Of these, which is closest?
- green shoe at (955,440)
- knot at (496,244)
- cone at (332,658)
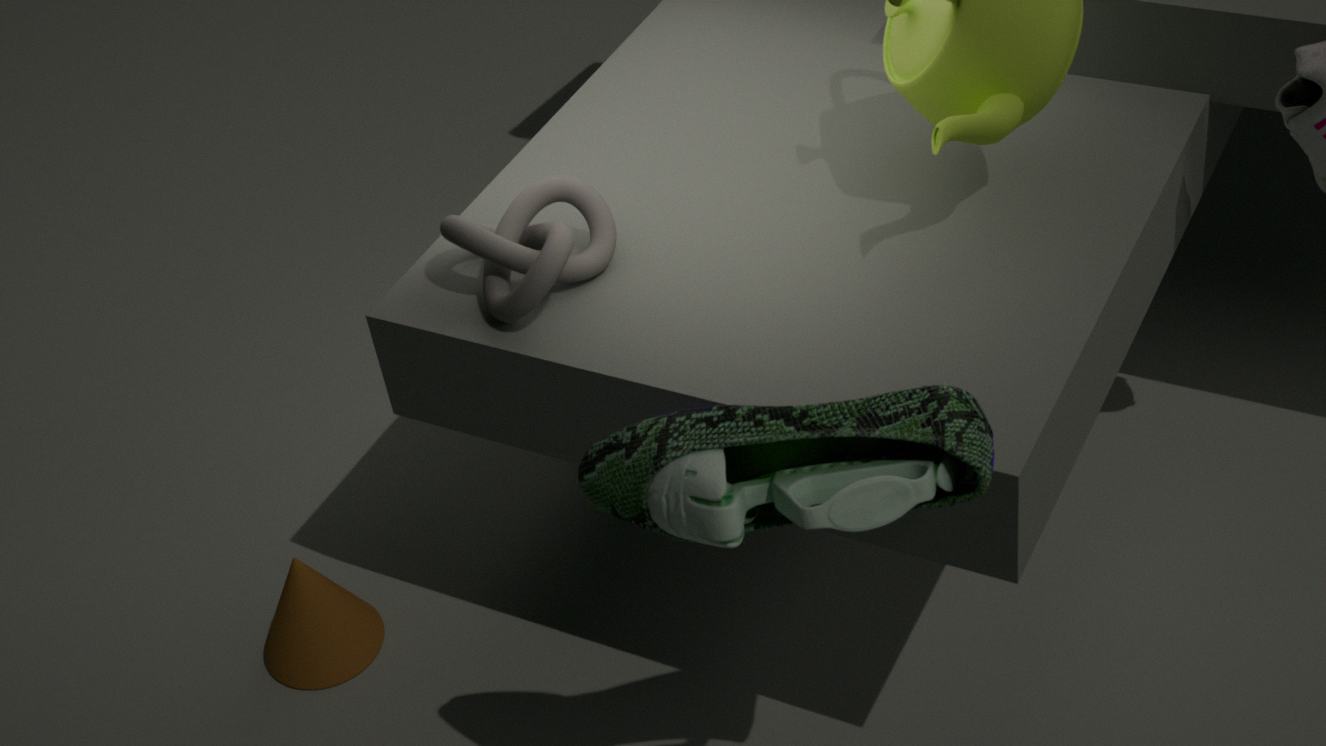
green shoe at (955,440)
